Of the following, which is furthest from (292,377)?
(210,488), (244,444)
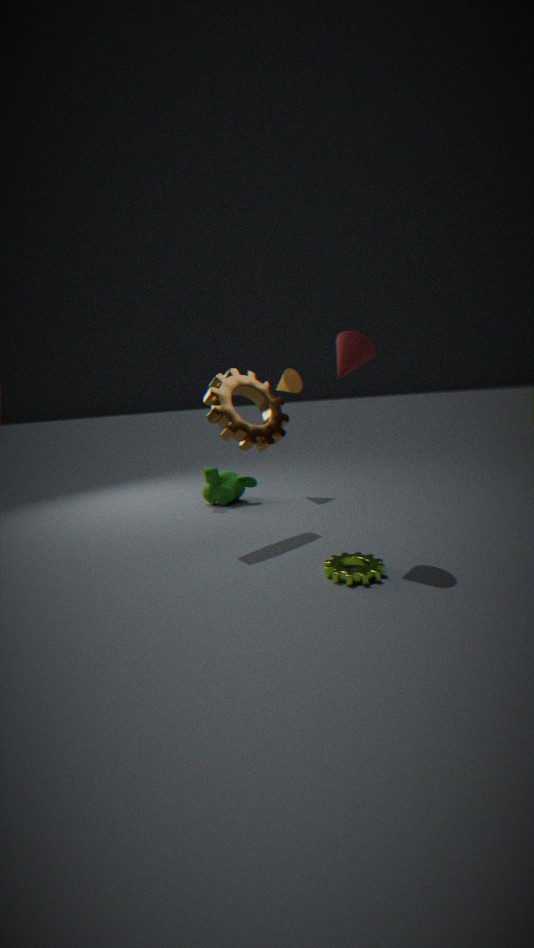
(244,444)
